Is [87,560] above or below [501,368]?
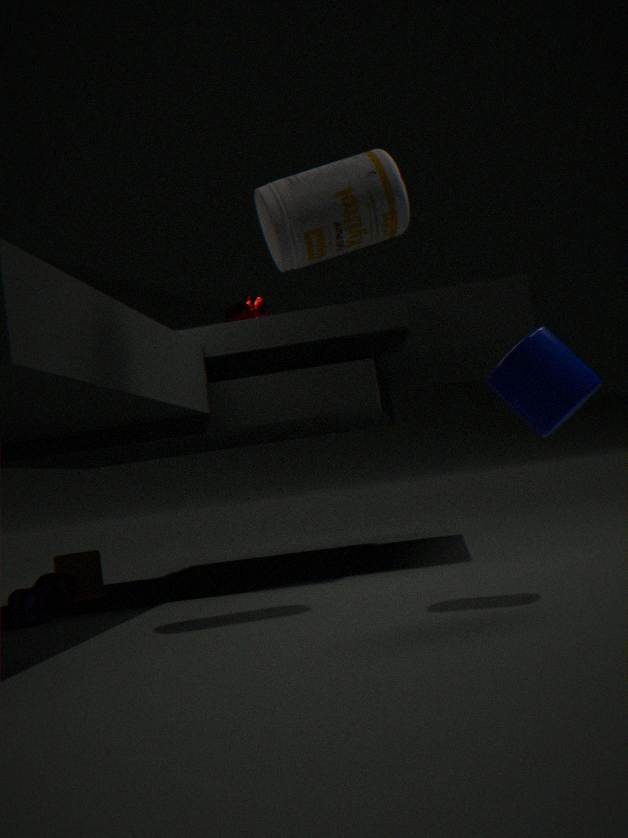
below
